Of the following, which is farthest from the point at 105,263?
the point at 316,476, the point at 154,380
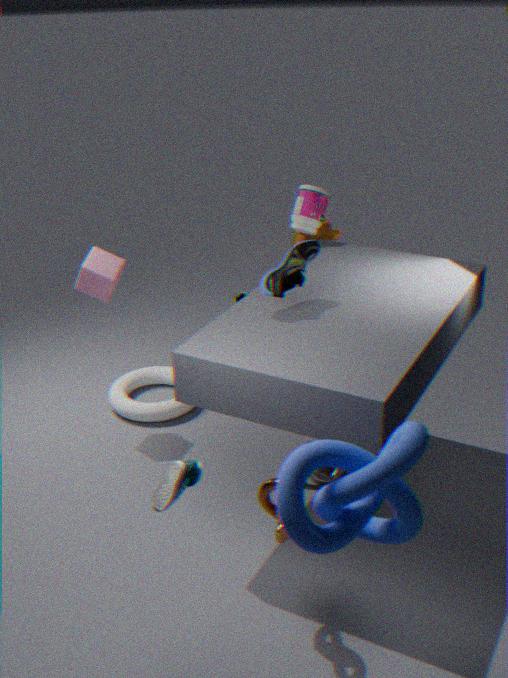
the point at 316,476
